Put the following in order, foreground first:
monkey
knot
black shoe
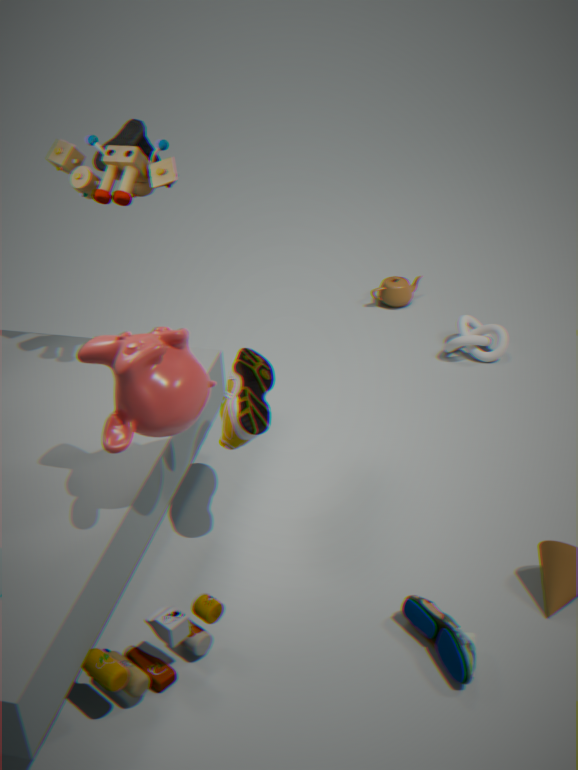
1. monkey
2. black shoe
3. knot
